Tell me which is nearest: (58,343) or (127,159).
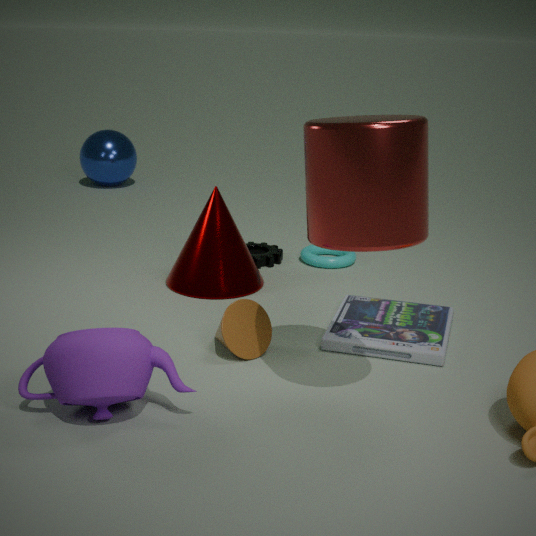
(58,343)
